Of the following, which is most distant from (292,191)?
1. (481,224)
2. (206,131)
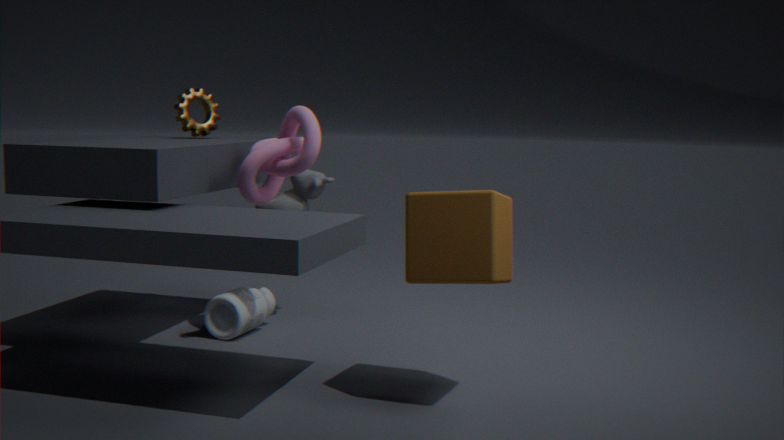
(481,224)
